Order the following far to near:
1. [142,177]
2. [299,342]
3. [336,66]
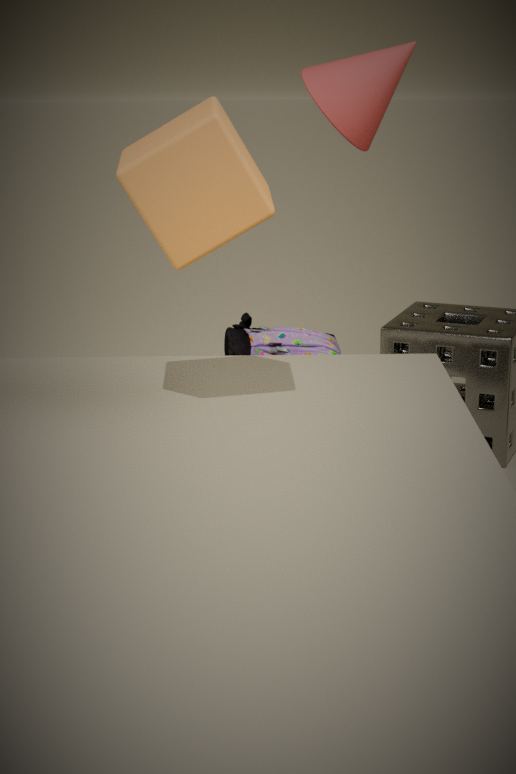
[299,342] → [336,66] → [142,177]
